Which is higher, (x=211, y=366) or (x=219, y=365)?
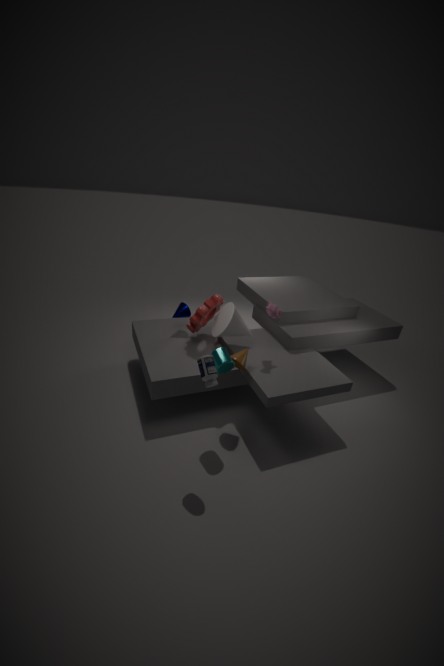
(x=211, y=366)
